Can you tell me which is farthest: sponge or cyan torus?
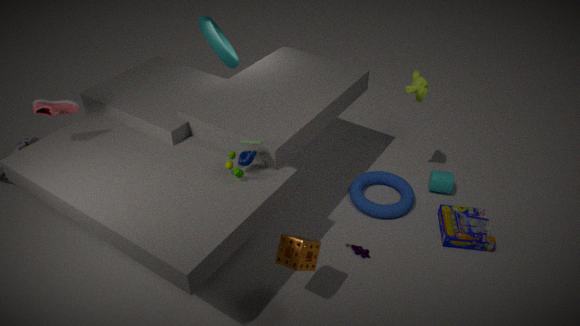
cyan torus
